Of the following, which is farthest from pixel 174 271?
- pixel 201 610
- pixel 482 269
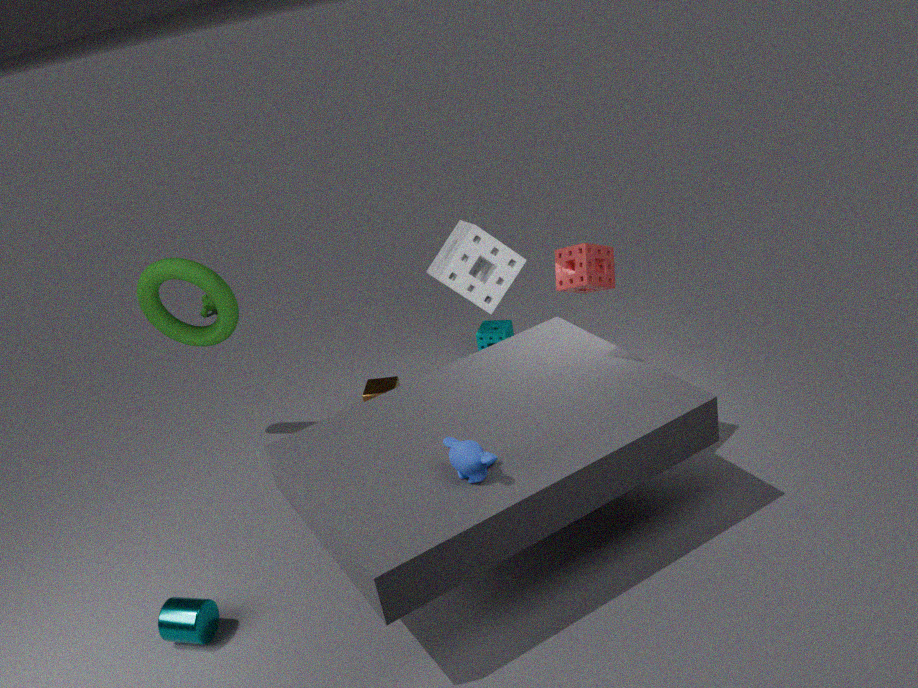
pixel 201 610
